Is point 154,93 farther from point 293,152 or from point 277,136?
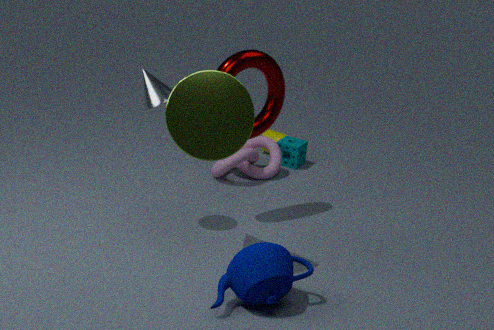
point 277,136
